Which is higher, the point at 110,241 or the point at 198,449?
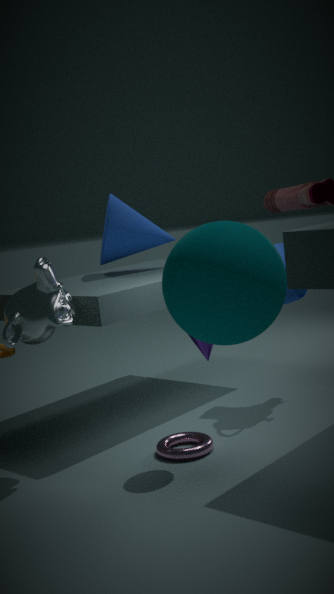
the point at 110,241
